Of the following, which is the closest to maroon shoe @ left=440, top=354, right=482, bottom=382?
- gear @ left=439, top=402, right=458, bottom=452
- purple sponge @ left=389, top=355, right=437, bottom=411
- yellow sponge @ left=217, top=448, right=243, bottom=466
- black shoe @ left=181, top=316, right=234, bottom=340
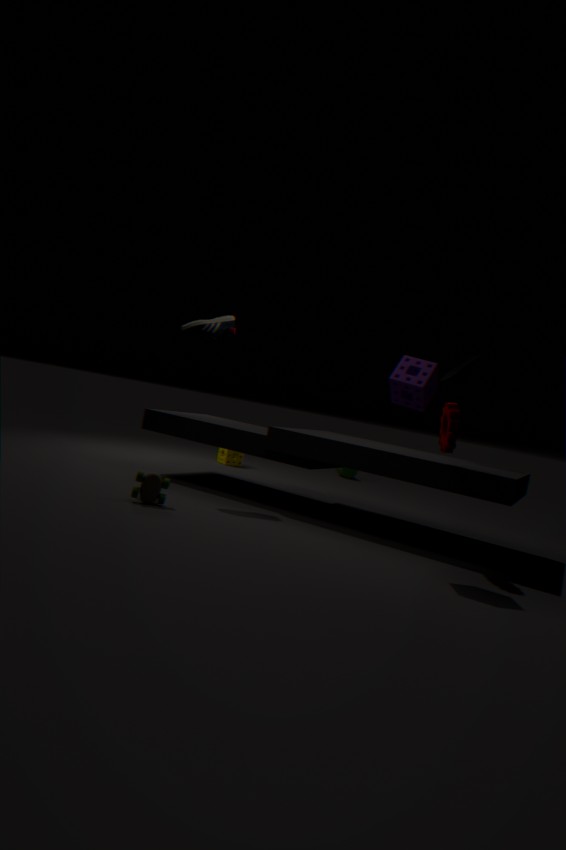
gear @ left=439, top=402, right=458, bottom=452
